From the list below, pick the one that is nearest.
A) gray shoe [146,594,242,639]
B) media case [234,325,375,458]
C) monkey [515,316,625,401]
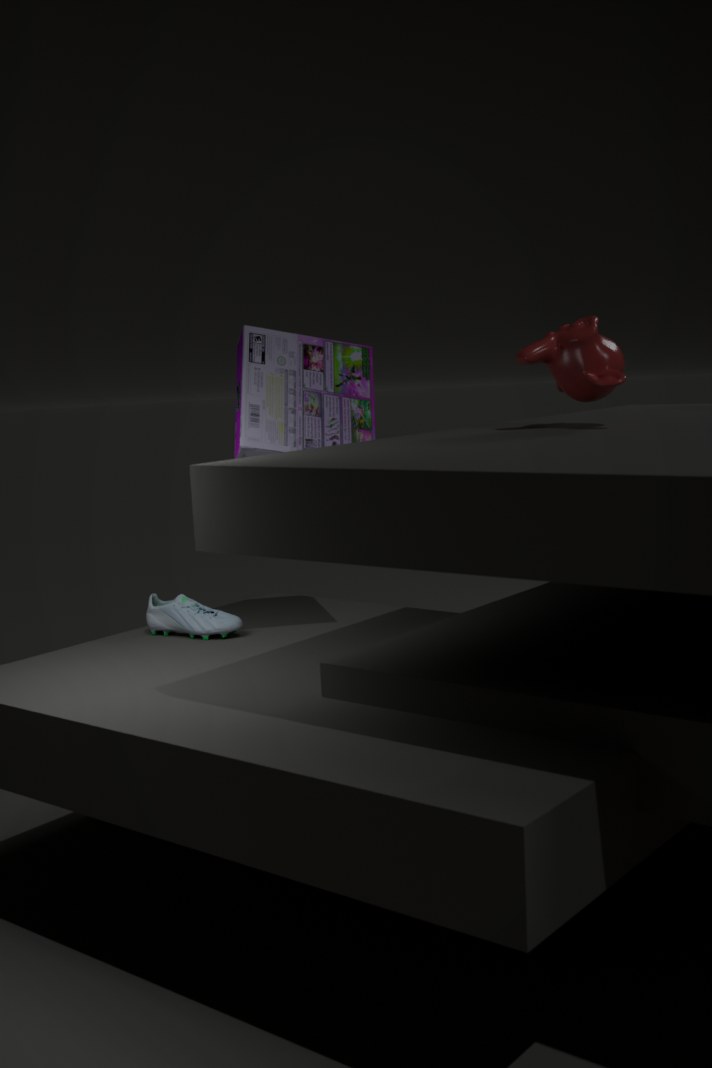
monkey [515,316,625,401]
